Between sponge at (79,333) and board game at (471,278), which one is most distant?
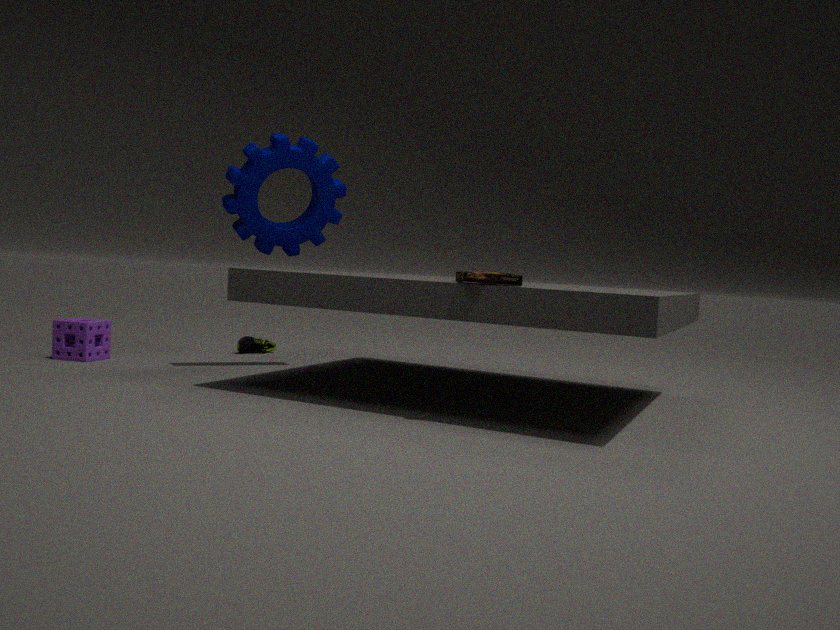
sponge at (79,333)
